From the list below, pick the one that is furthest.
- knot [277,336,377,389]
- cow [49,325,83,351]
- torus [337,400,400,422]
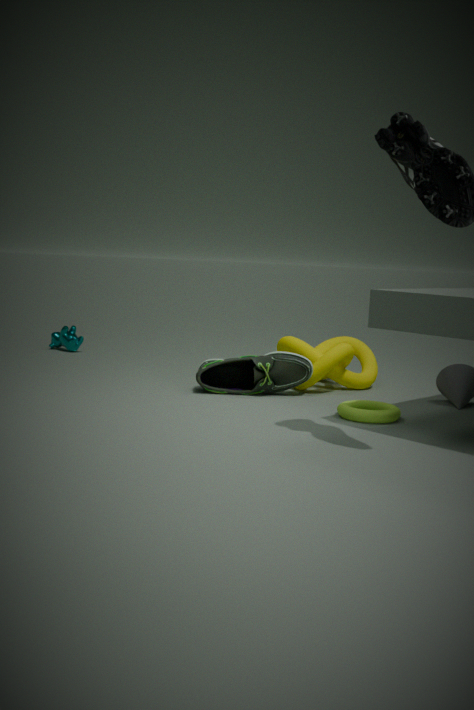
cow [49,325,83,351]
